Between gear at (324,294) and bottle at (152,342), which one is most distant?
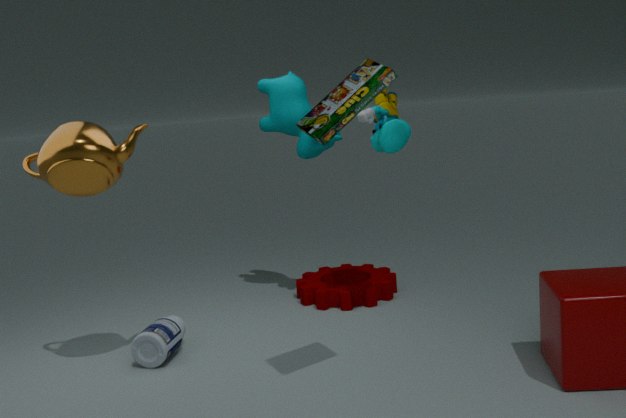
gear at (324,294)
